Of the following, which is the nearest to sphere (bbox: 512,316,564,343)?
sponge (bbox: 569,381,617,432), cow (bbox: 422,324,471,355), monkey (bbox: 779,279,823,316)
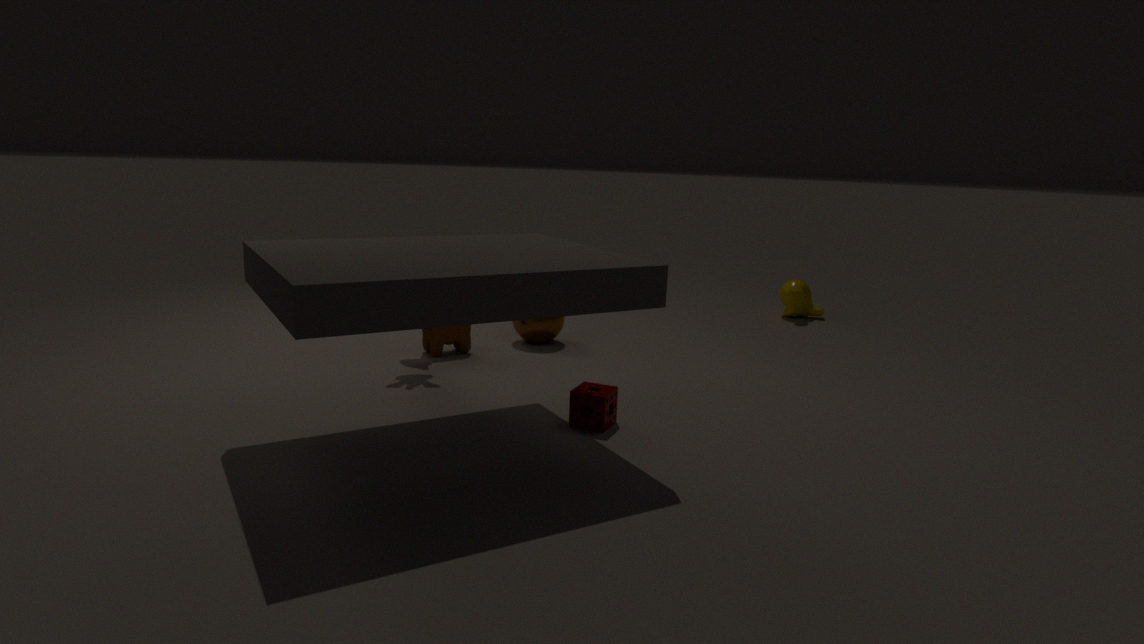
cow (bbox: 422,324,471,355)
